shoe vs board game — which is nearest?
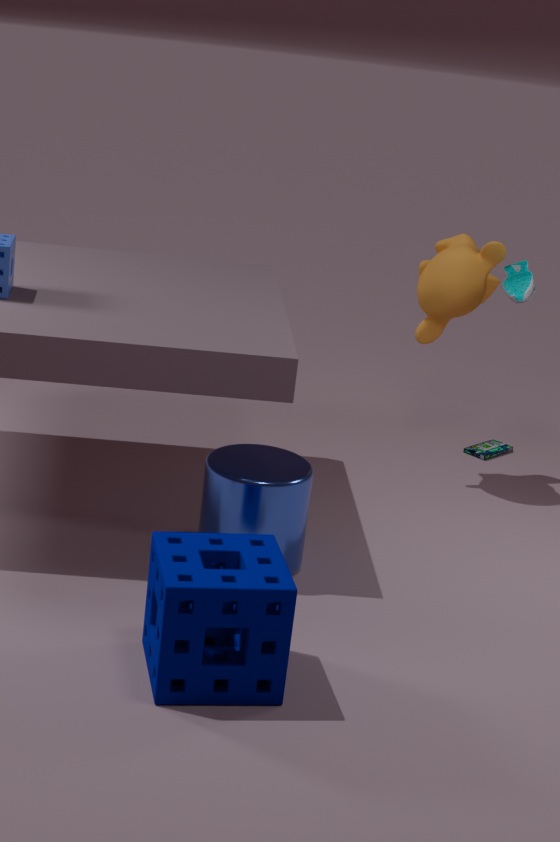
shoe
